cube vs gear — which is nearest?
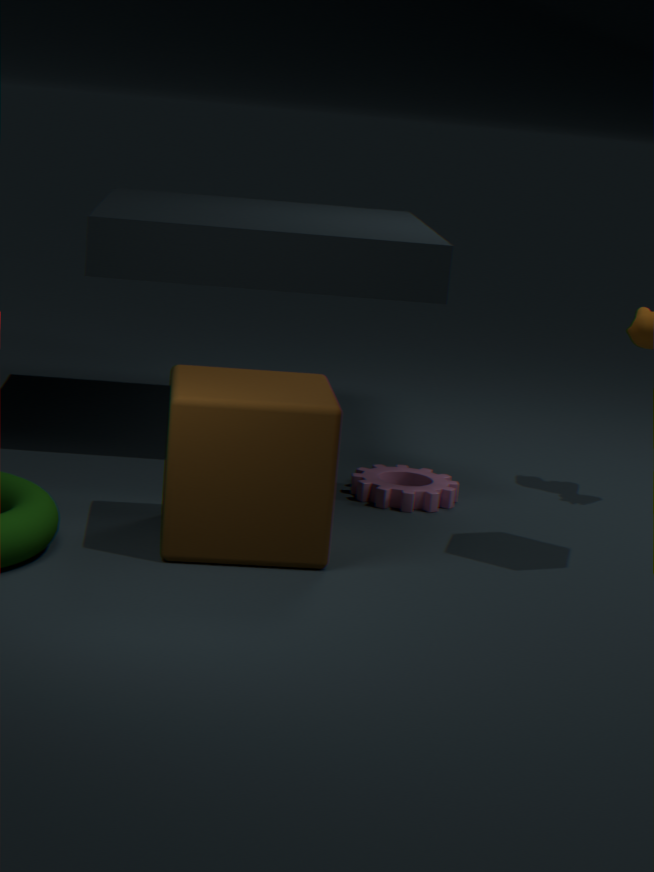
cube
